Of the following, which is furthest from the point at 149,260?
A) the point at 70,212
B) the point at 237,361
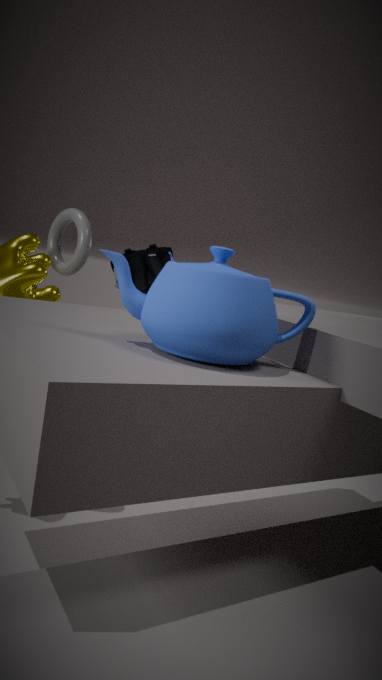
the point at 237,361
